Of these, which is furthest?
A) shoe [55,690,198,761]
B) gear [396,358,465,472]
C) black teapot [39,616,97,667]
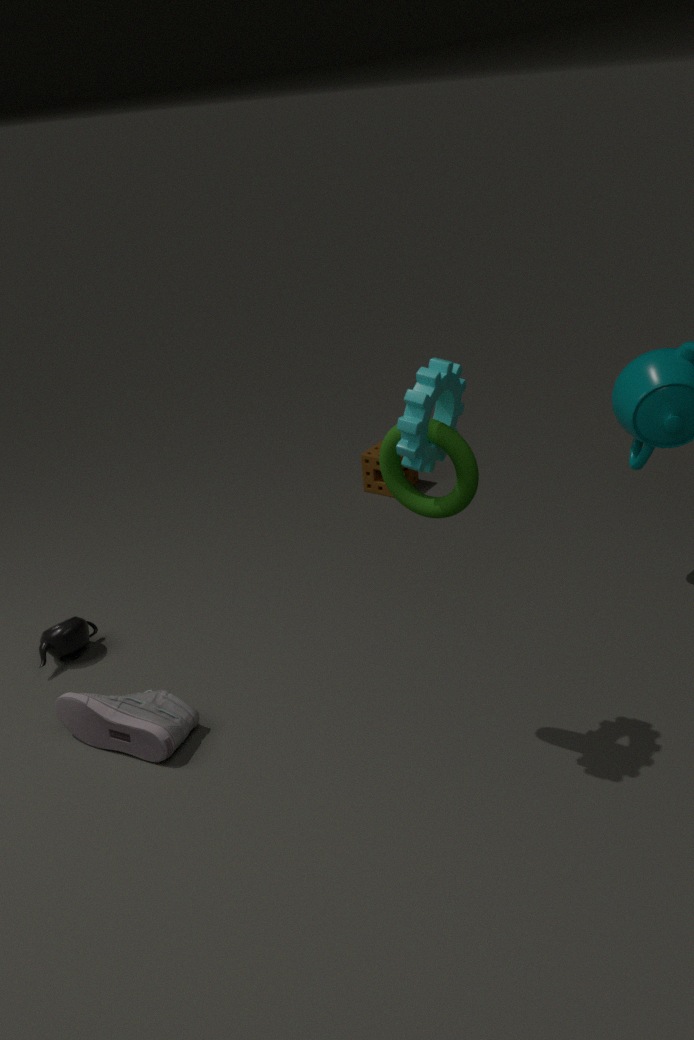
black teapot [39,616,97,667]
